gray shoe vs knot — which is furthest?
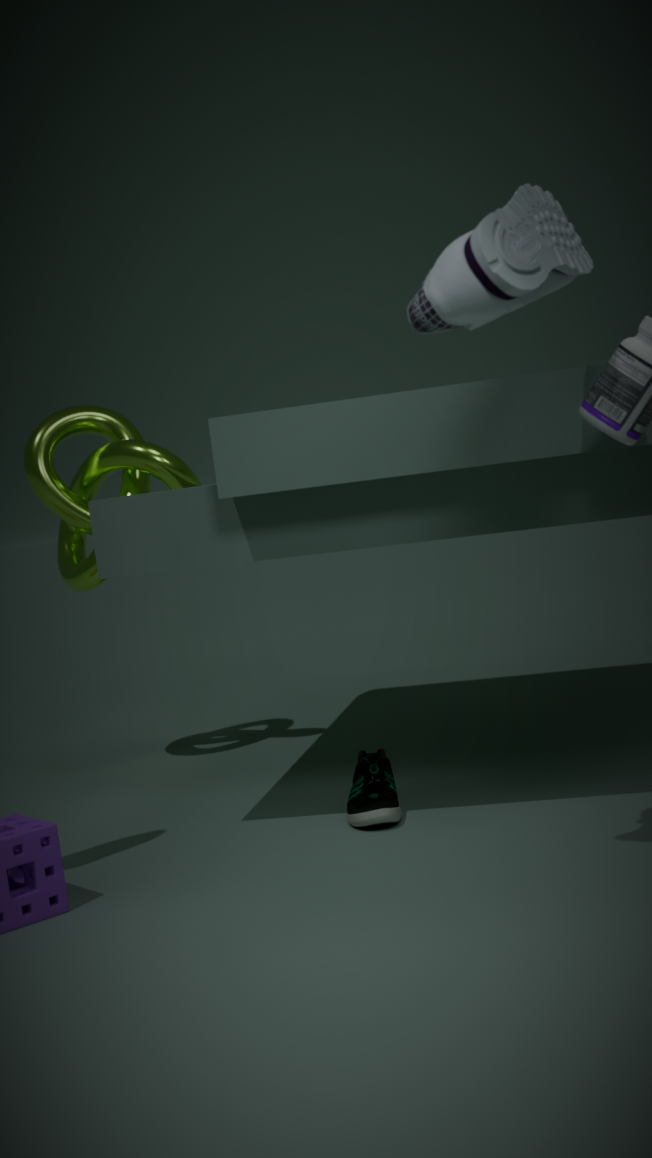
knot
